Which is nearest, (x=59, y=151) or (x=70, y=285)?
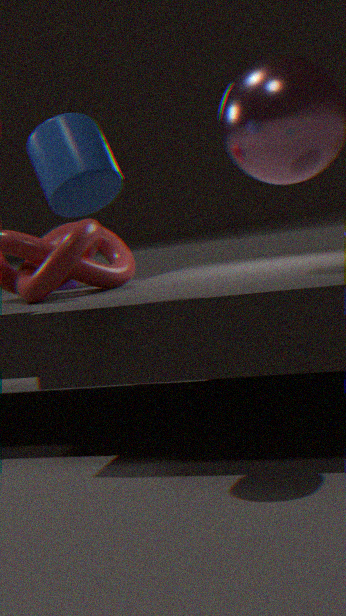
(x=59, y=151)
